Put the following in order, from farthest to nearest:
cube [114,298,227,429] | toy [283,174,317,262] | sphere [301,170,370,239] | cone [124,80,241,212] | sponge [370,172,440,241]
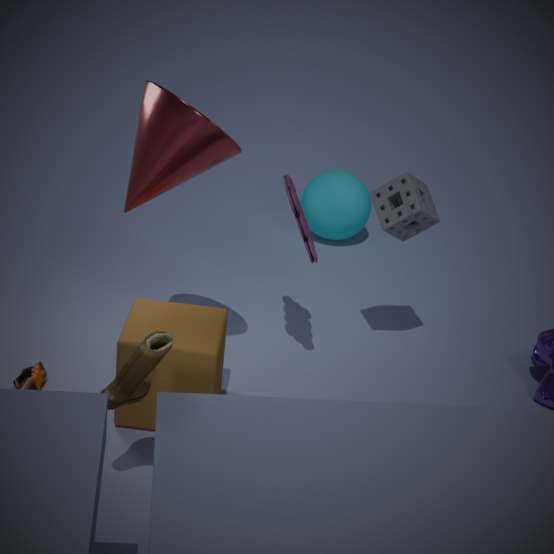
sphere [301,170,370,239], sponge [370,172,440,241], toy [283,174,317,262], cube [114,298,227,429], cone [124,80,241,212]
